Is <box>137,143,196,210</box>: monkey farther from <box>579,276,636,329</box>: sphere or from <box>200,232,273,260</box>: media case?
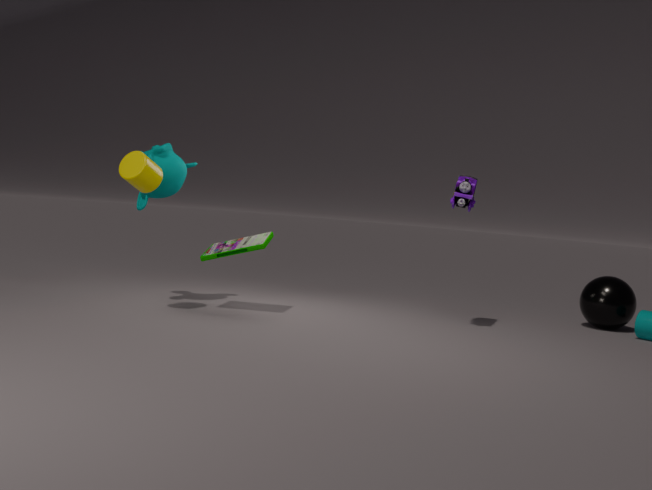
<box>579,276,636,329</box>: sphere
